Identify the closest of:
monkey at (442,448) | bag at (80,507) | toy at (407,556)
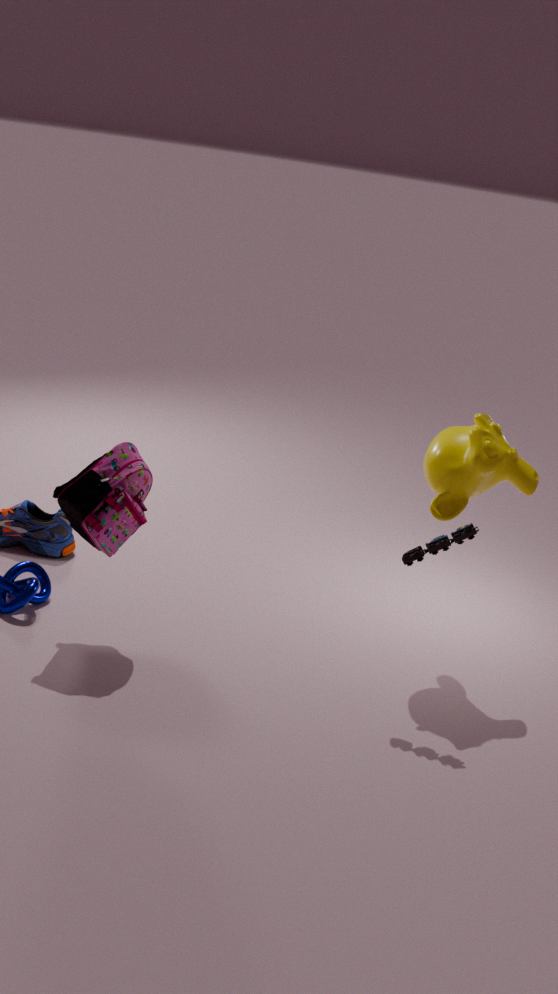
toy at (407,556)
